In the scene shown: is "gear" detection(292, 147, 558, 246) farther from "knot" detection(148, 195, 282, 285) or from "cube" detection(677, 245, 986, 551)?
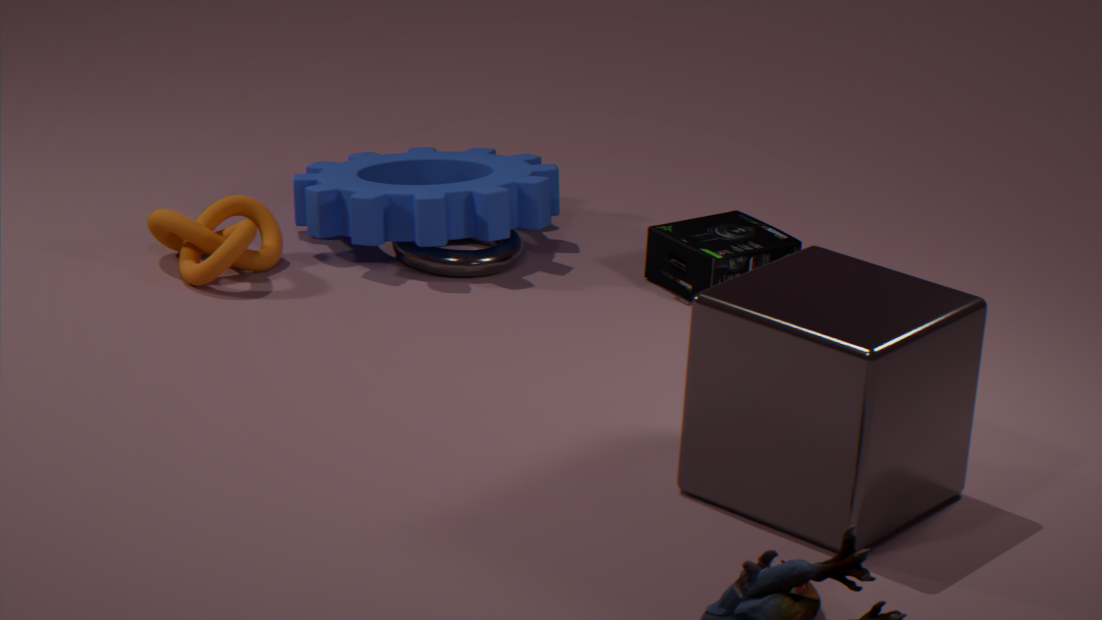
"cube" detection(677, 245, 986, 551)
